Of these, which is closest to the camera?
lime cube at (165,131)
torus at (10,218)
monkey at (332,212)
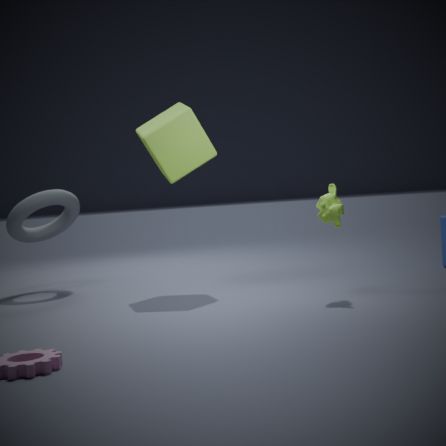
monkey at (332,212)
